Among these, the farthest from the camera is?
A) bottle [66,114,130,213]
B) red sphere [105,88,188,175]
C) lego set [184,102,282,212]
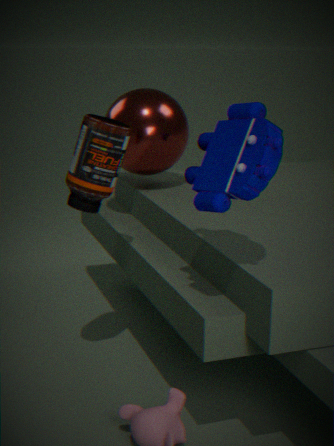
red sphere [105,88,188,175]
